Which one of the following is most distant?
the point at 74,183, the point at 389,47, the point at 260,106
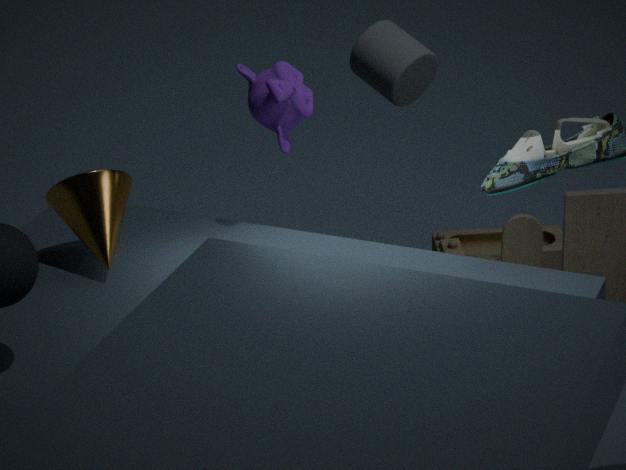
the point at 389,47
